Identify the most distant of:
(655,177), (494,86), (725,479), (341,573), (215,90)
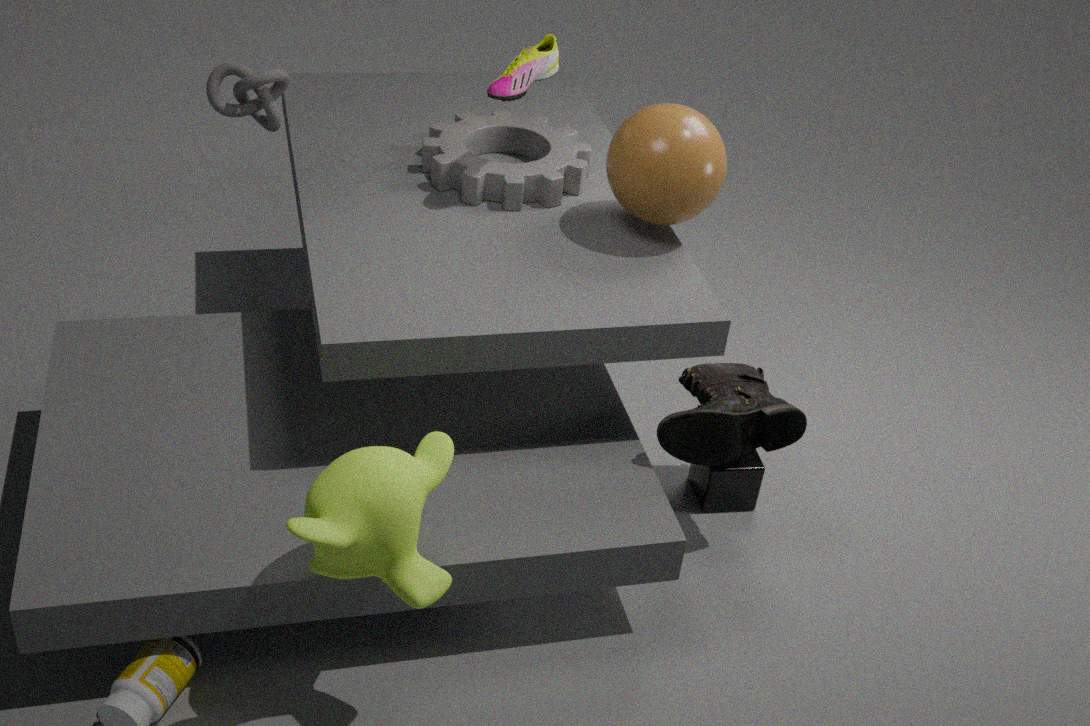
(215,90)
